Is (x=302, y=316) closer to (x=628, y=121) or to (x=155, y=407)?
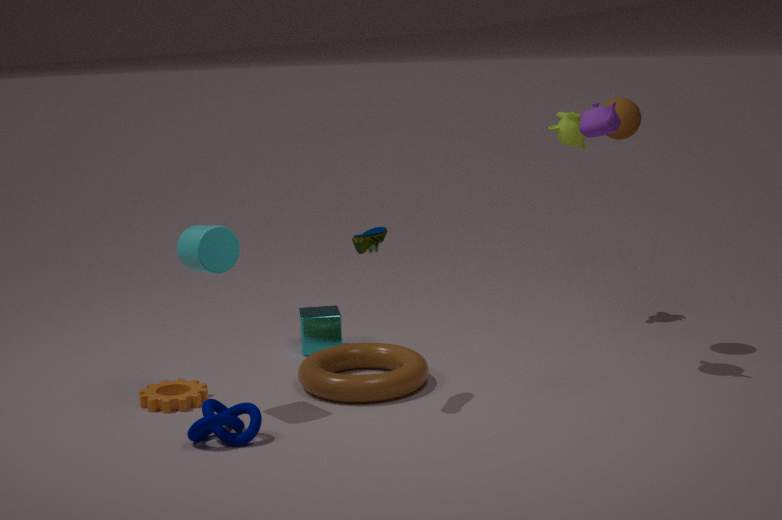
(x=155, y=407)
